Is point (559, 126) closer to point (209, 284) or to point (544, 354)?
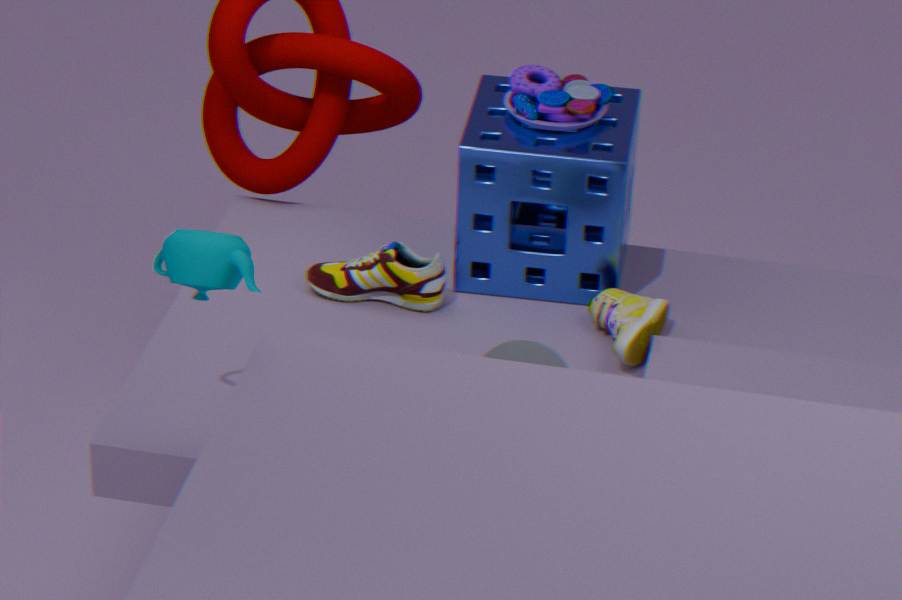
point (544, 354)
